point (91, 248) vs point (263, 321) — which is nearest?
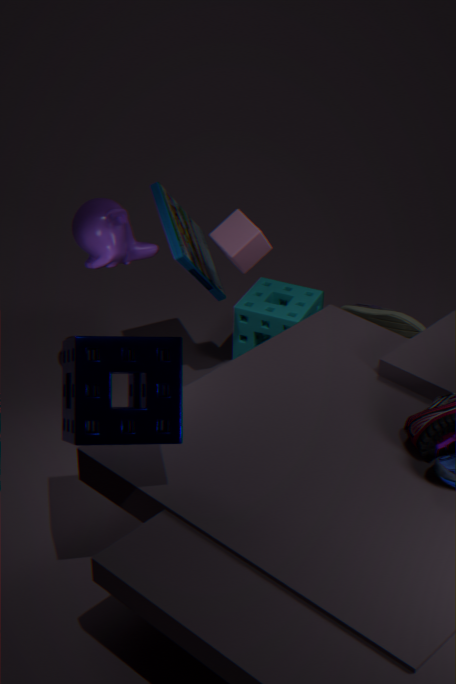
point (91, 248)
